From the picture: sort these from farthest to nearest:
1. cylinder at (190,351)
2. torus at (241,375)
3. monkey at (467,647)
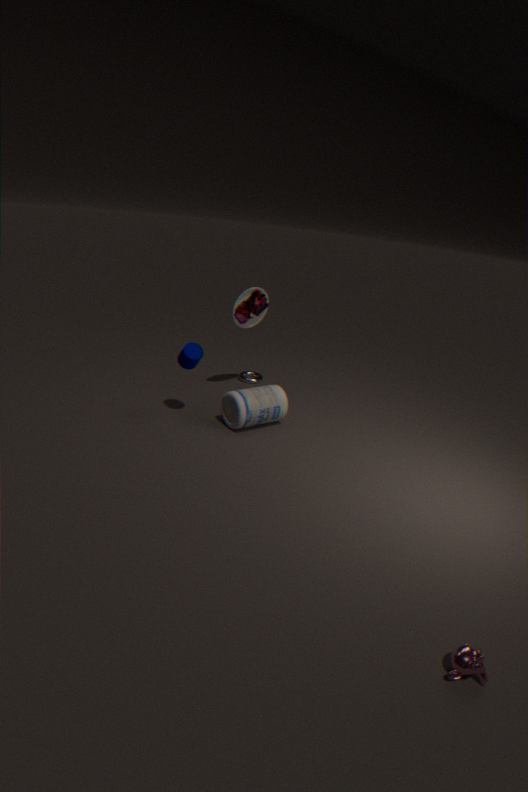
torus at (241,375) < cylinder at (190,351) < monkey at (467,647)
